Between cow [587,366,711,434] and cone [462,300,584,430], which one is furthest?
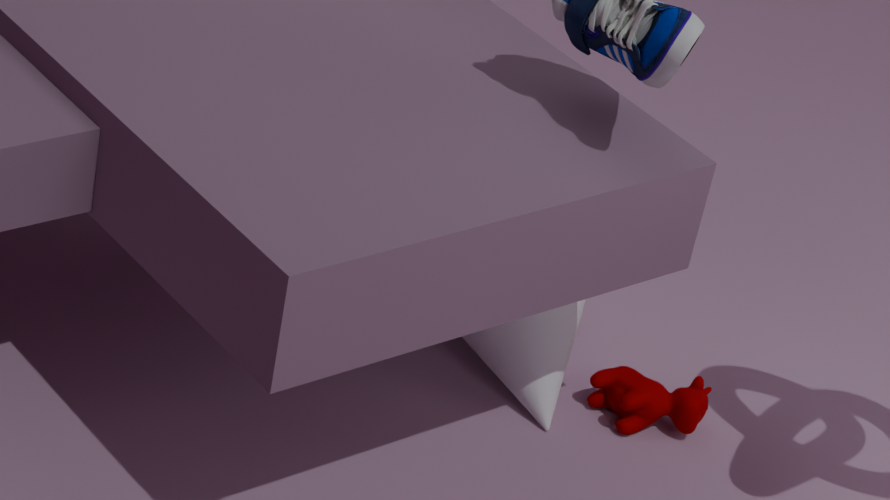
cow [587,366,711,434]
